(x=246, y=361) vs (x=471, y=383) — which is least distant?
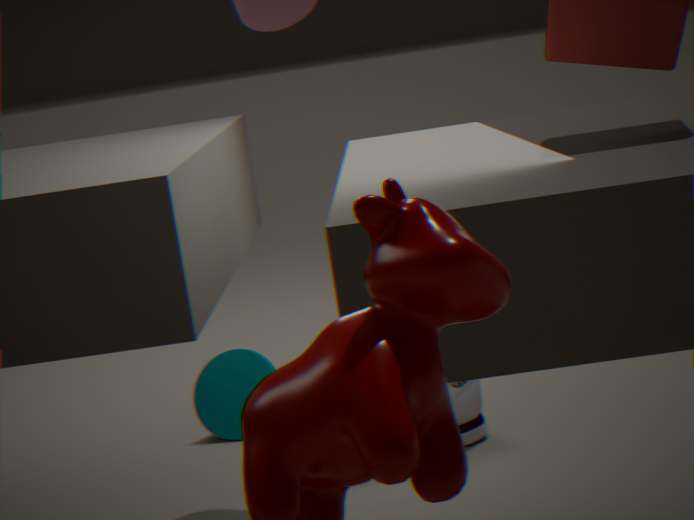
(x=471, y=383)
